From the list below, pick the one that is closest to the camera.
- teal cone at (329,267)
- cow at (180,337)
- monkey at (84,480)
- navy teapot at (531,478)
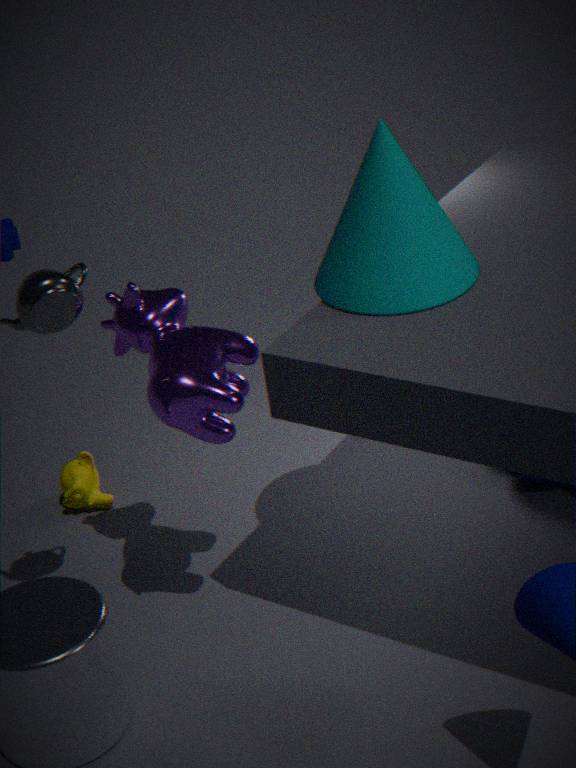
teal cone at (329,267)
